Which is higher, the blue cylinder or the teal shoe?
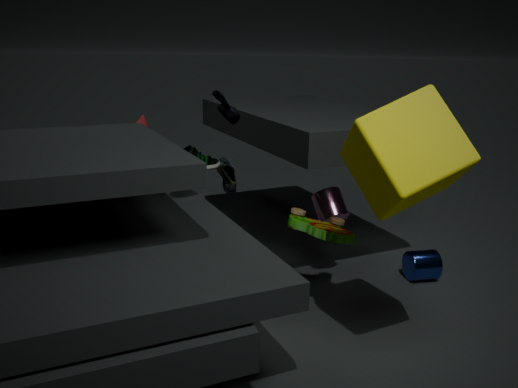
the teal shoe
